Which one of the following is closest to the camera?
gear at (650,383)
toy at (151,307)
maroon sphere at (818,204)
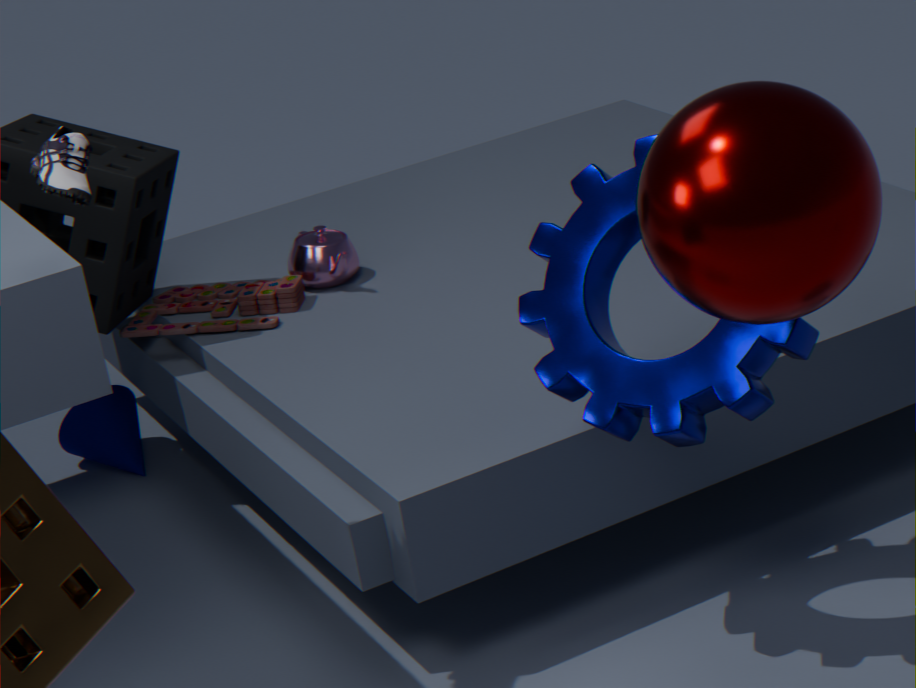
maroon sphere at (818,204)
